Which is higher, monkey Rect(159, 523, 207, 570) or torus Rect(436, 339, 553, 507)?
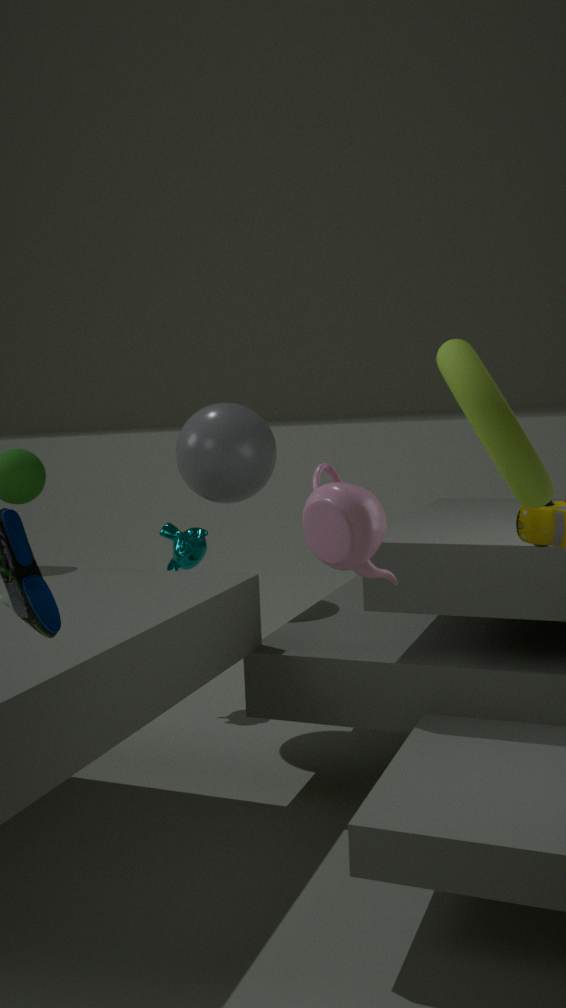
torus Rect(436, 339, 553, 507)
